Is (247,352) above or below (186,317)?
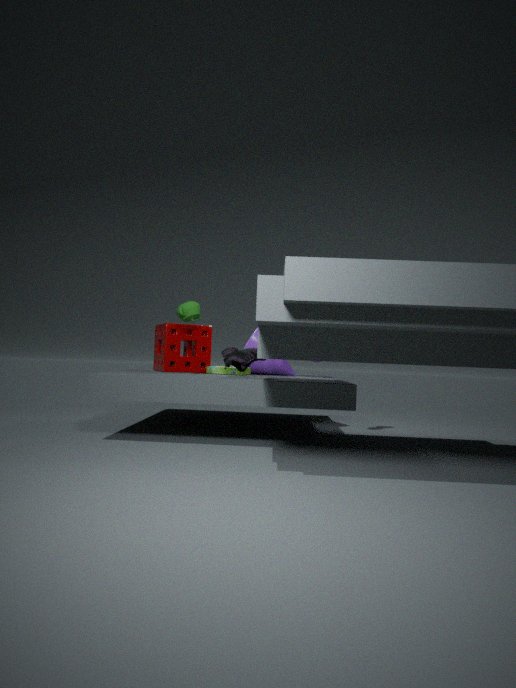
below
